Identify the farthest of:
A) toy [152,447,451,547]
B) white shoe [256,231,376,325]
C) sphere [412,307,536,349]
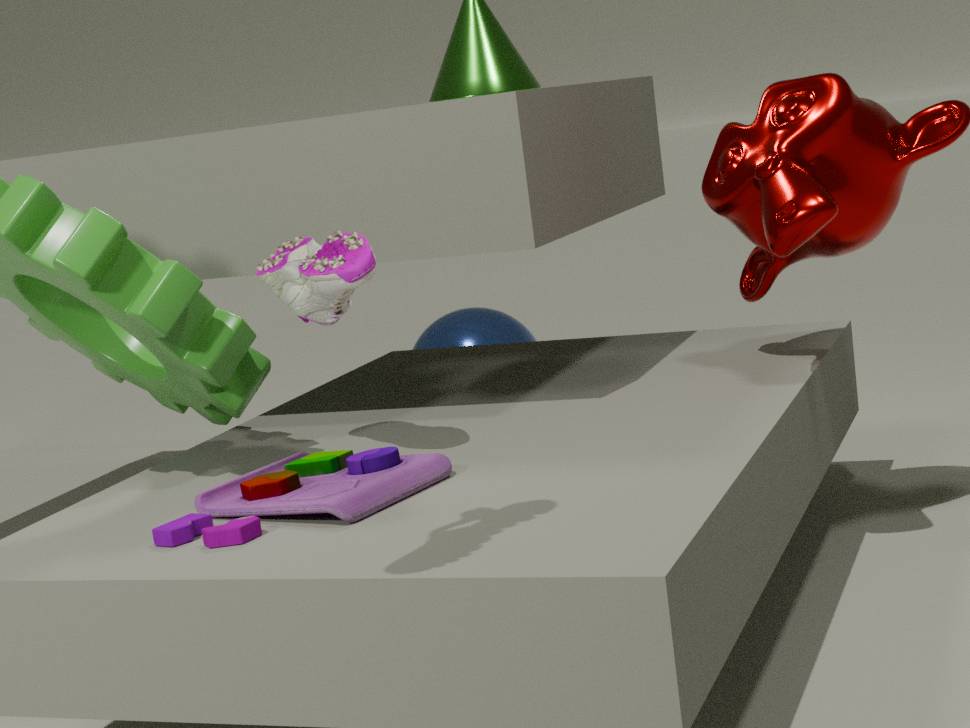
sphere [412,307,536,349]
